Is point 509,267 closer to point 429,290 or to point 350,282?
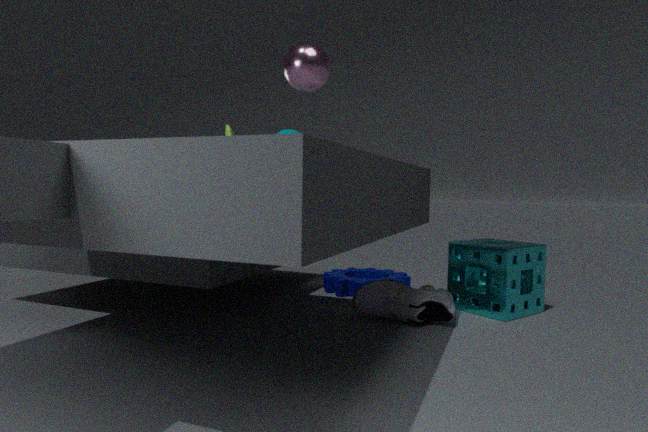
point 429,290
